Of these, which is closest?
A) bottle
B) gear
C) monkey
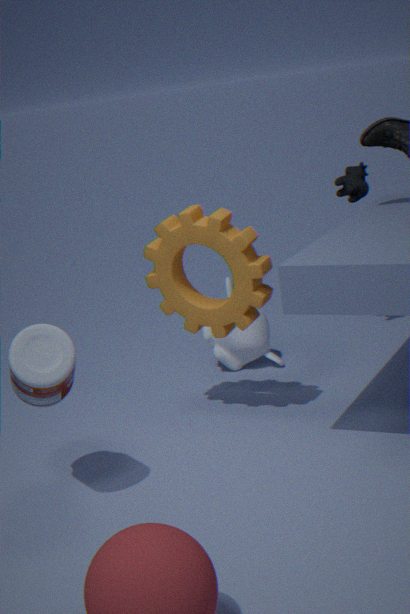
bottle
